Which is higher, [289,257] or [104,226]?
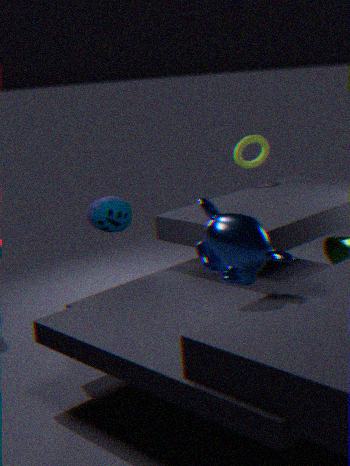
[289,257]
